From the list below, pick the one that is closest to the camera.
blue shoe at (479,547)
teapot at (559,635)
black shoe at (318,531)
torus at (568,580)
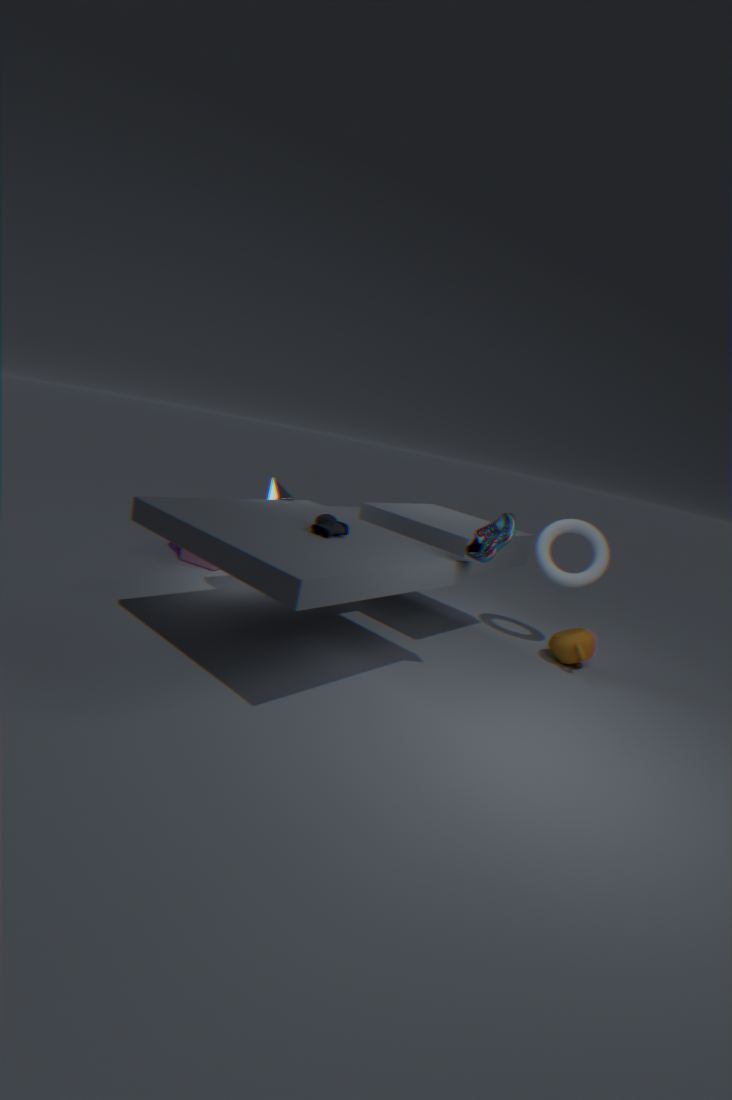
blue shoe at (479,547)
